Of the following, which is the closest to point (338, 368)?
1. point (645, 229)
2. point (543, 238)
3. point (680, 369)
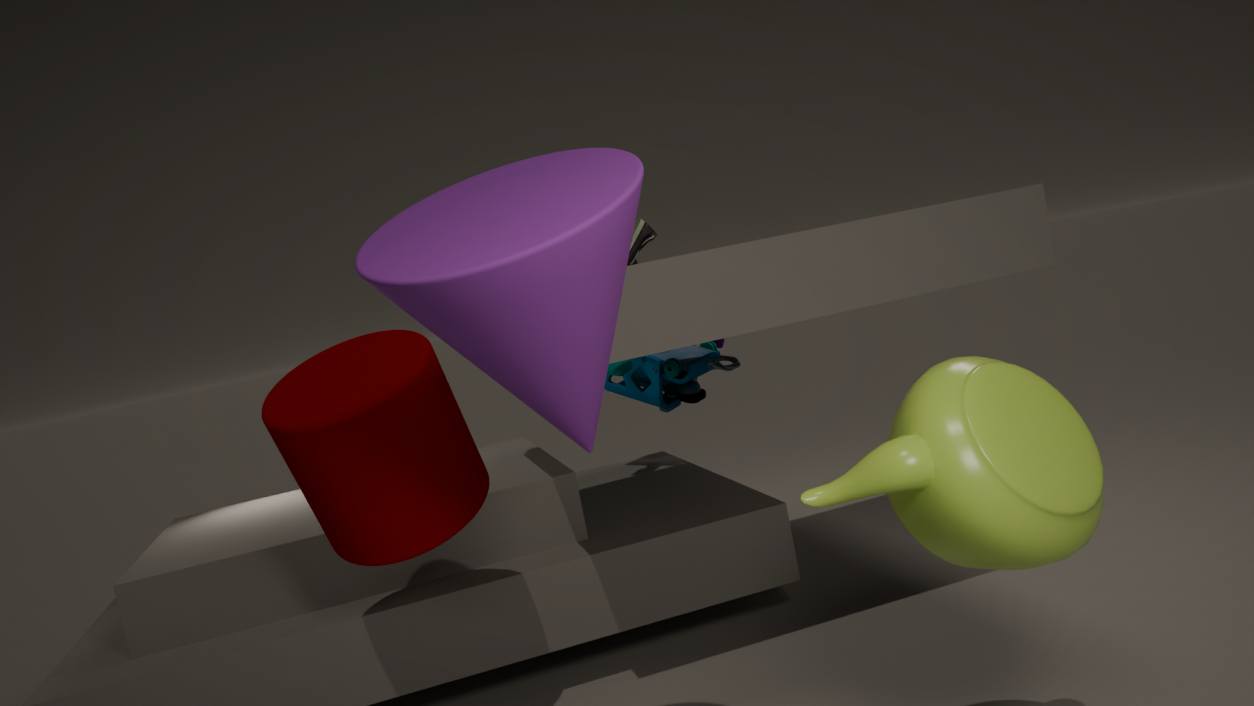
point (543, 238)
